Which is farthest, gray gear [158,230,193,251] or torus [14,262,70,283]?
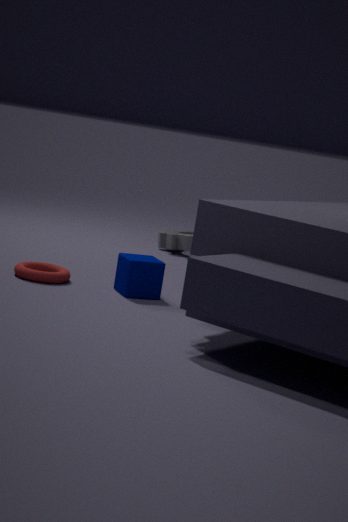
gray gear [158,230,193,251]
